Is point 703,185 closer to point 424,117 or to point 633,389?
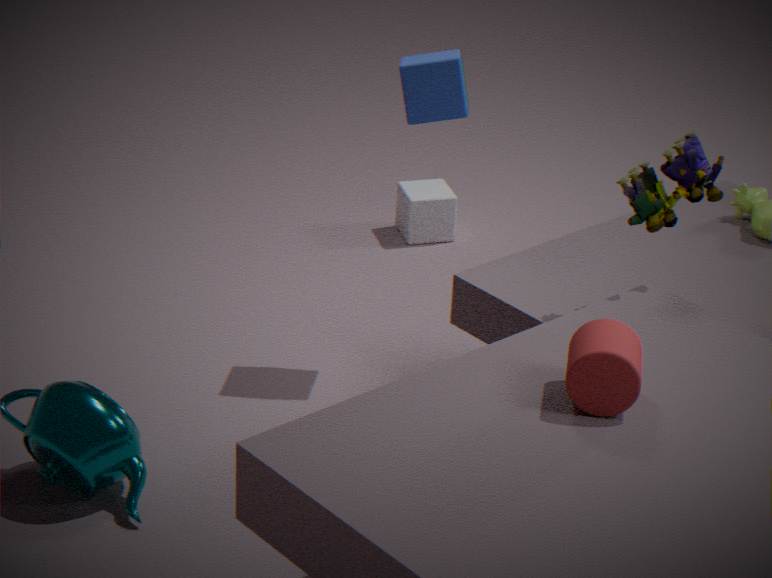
point 633,389
